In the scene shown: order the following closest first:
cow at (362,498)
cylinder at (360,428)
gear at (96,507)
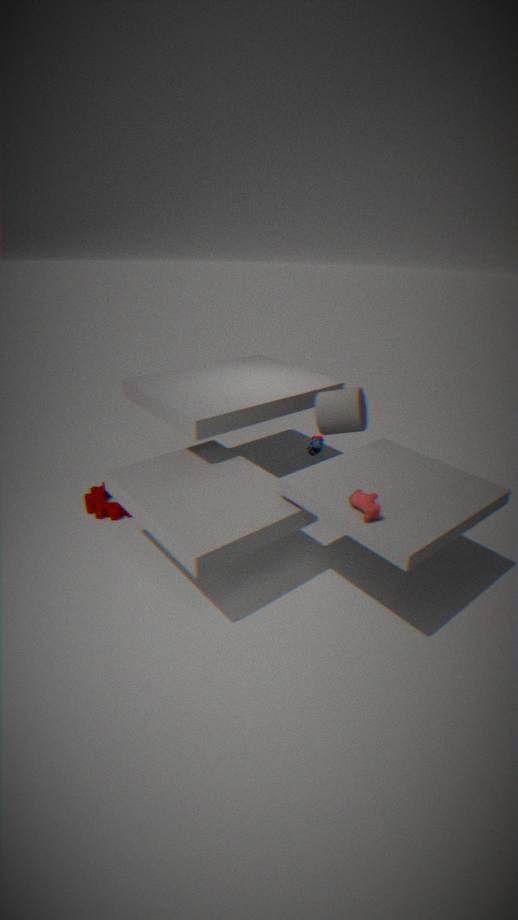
cow at (362,498), cylinder at (360,428), gear at (96,507)
